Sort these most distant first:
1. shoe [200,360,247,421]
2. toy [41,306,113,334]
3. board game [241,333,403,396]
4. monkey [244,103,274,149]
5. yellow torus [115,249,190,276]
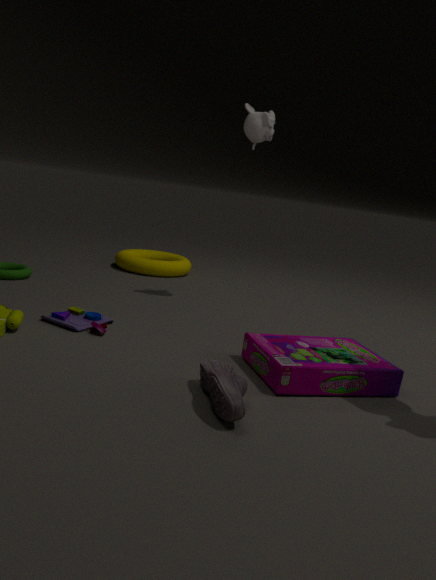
yellow torus [115,249,190,276], monkey [244,103,274,149], toy [41,306,113,334], board game [241,333,403,396], shoe [200,360,247,421]
